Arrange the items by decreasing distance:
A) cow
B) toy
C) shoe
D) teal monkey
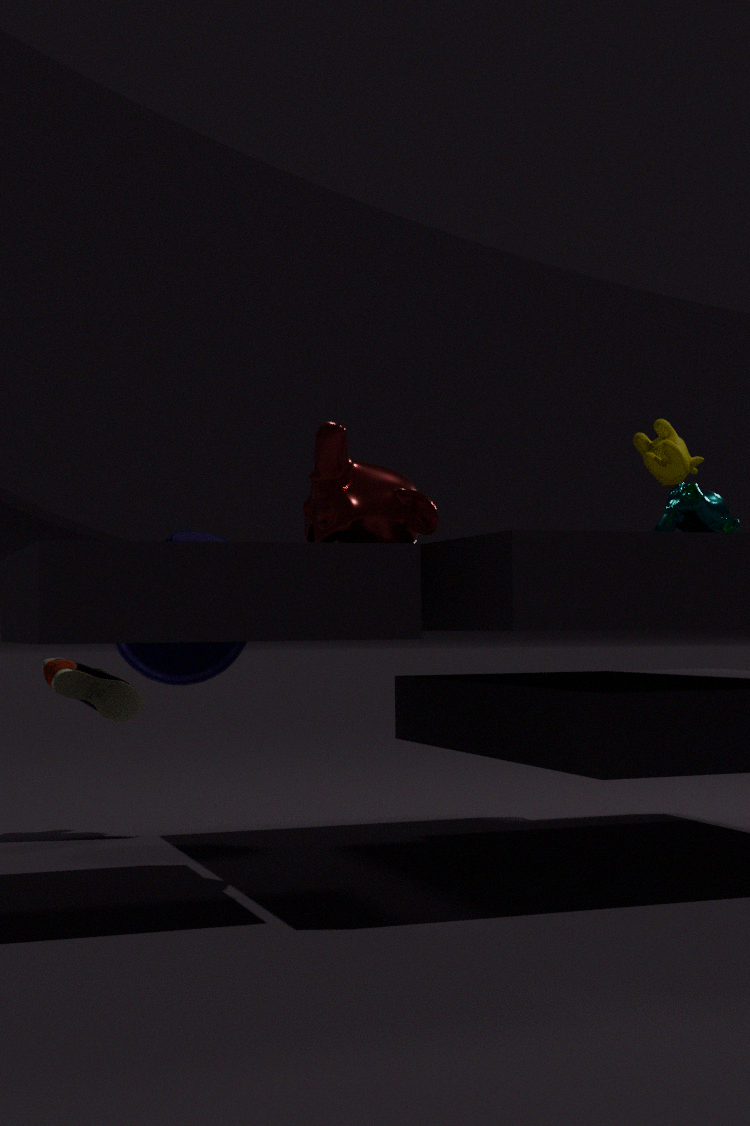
toy, shoe, teal monkey, cow
